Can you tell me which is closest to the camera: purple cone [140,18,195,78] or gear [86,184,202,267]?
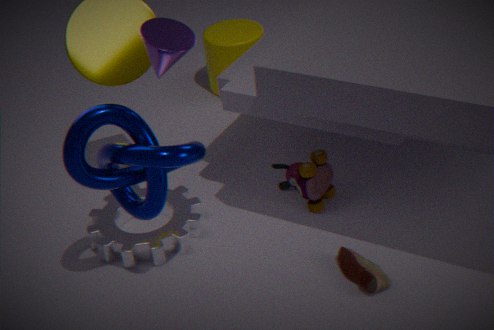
purple cone [140,18,195,78]
